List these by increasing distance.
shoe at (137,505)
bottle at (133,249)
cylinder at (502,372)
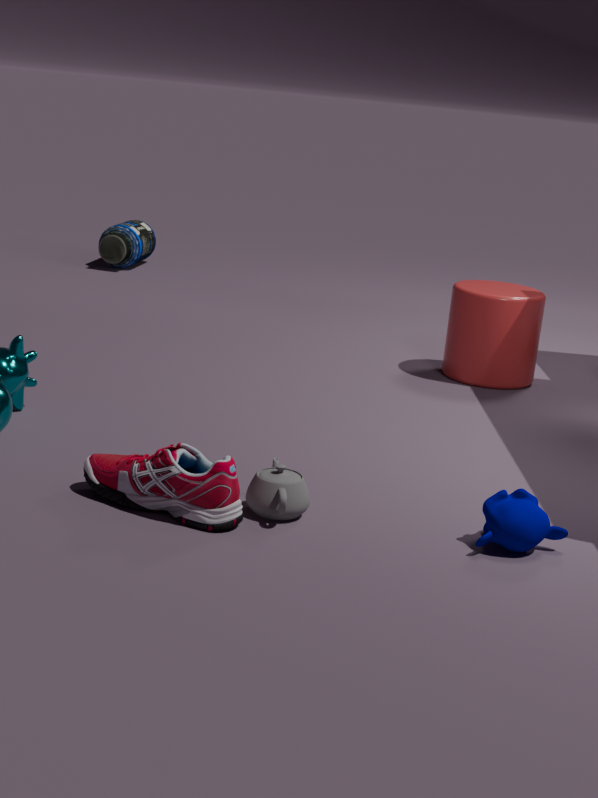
shoe at (137,505) → cylinder at (502,372) → bottle at (133,249)
